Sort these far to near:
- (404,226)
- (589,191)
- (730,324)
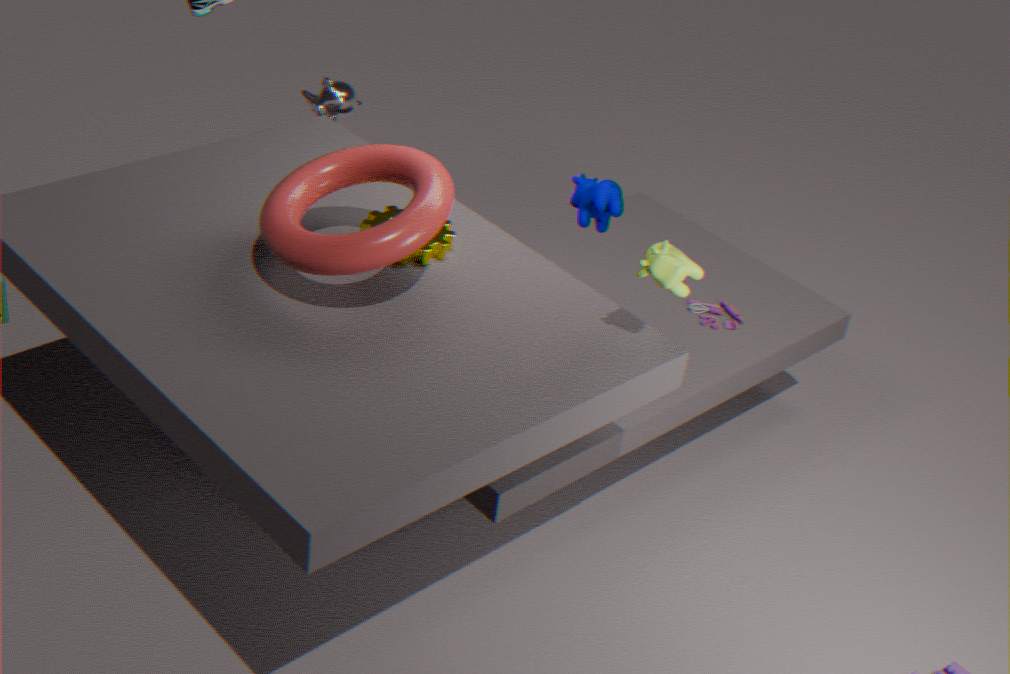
(730,324)
(589,191)
(404,226)
